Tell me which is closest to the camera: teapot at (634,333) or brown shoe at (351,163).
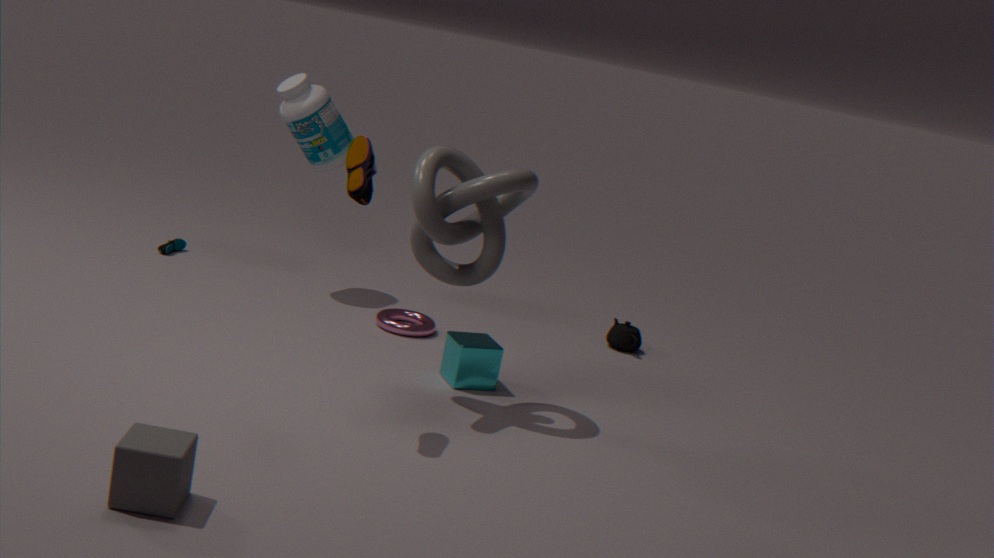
brown shoe at (351,163)
